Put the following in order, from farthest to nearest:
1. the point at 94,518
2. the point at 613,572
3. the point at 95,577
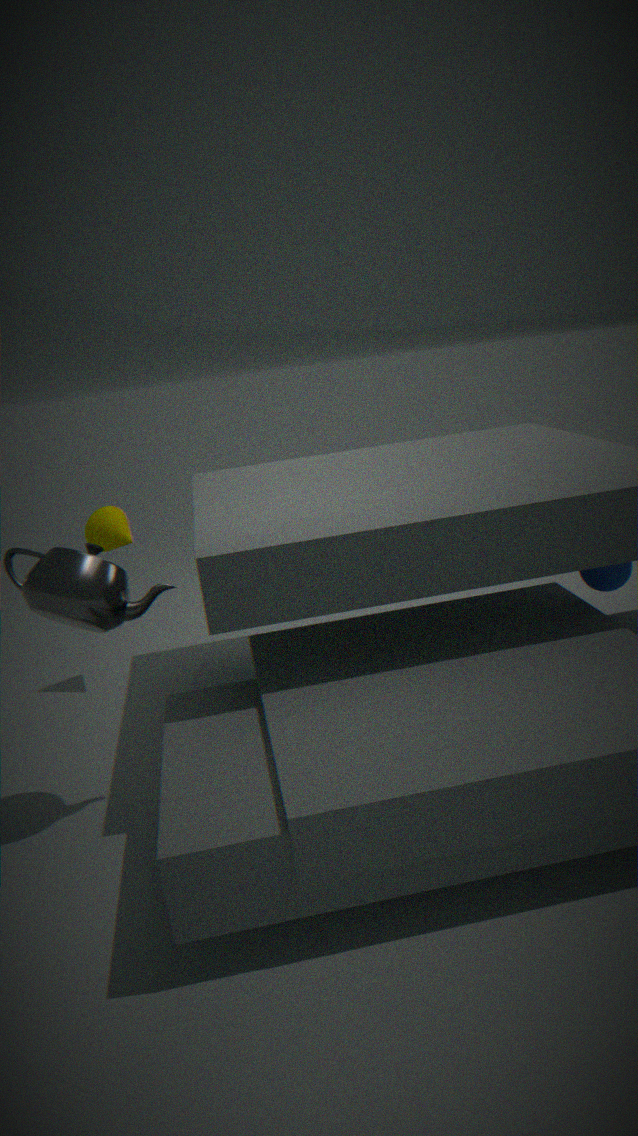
1. the point at 94,518
2. the point at 613,572
3. the point at 95,577
